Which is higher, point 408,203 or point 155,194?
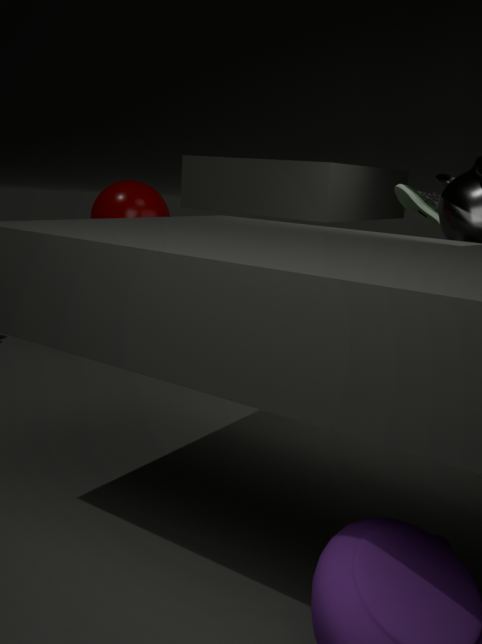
point 408,203
